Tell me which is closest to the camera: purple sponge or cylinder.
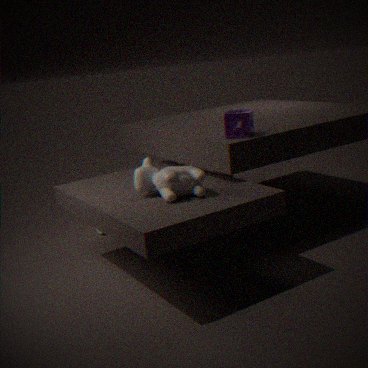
purple sponge
